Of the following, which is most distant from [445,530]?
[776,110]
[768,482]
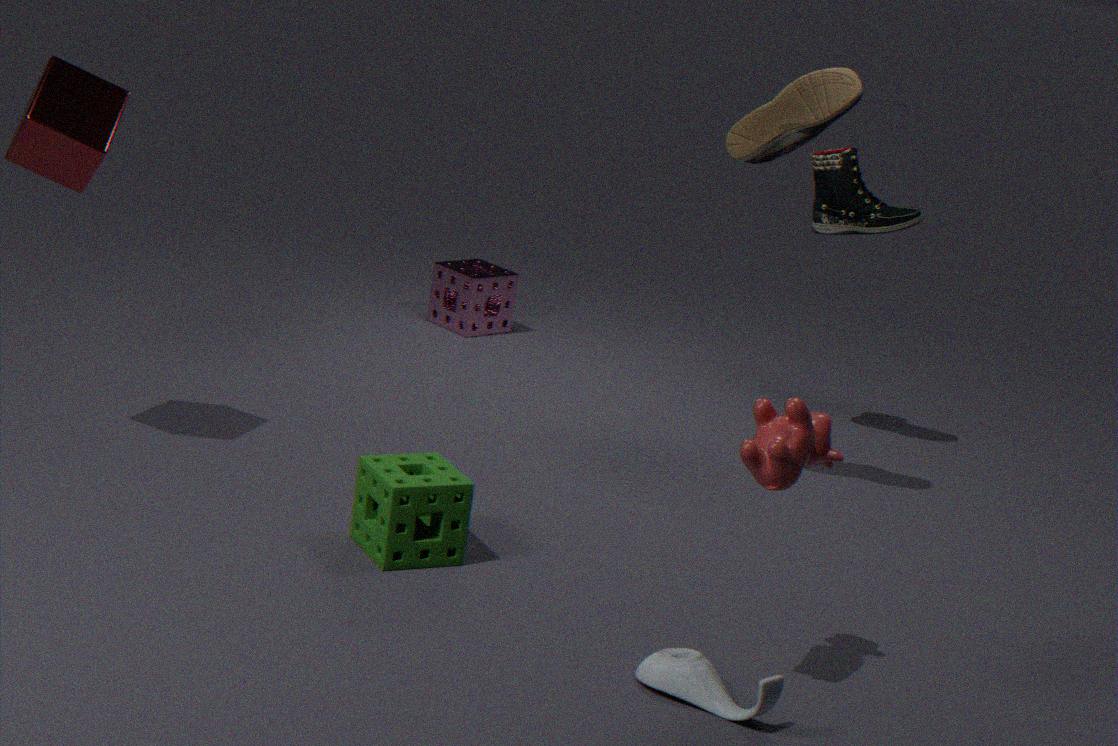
[776,110]
